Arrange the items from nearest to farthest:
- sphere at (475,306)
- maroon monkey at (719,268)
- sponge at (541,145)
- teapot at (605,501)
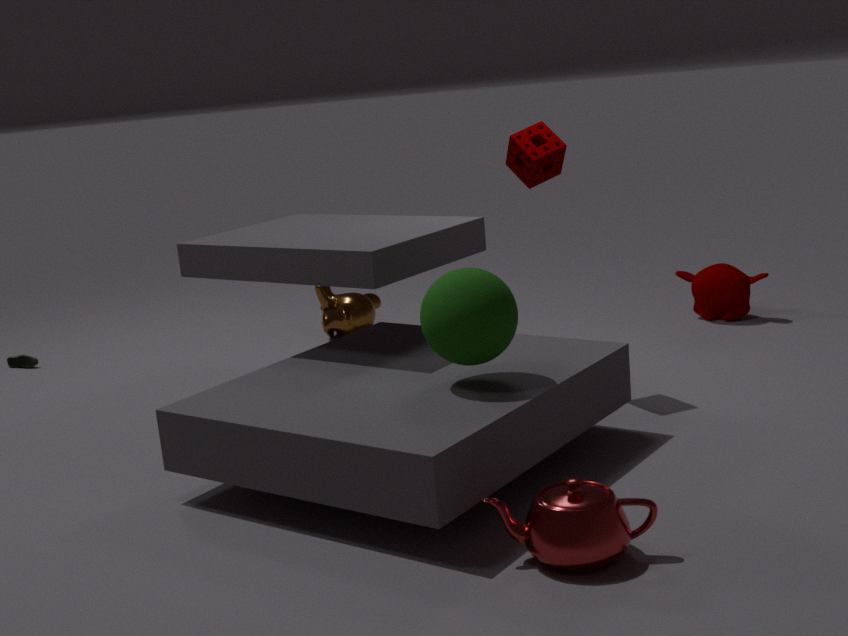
teapot at (605,501)
sphere at (475,306)
sponge at (541,145)
maroon monkey at (719,268)
